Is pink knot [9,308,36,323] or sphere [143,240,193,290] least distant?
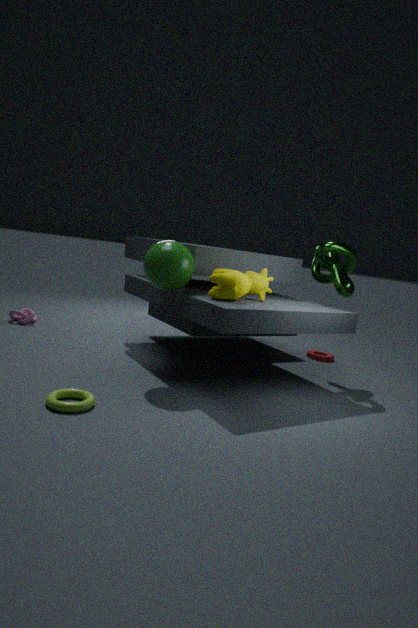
sphere [143,240,193,290]
